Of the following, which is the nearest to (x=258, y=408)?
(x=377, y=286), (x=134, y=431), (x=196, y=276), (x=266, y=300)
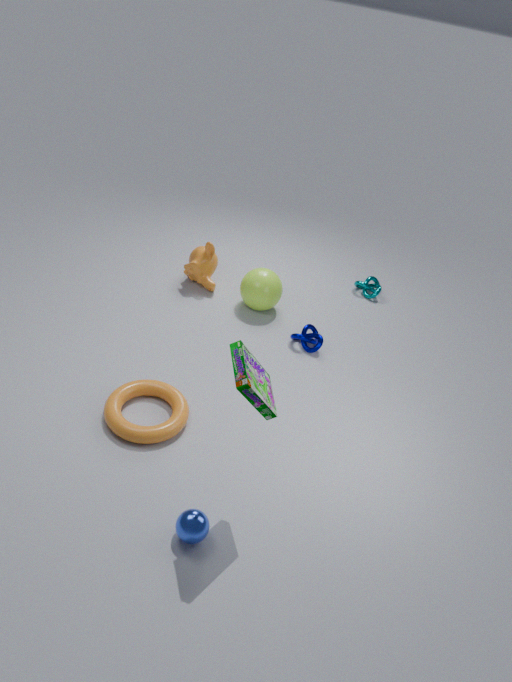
(x=134, y=431)
